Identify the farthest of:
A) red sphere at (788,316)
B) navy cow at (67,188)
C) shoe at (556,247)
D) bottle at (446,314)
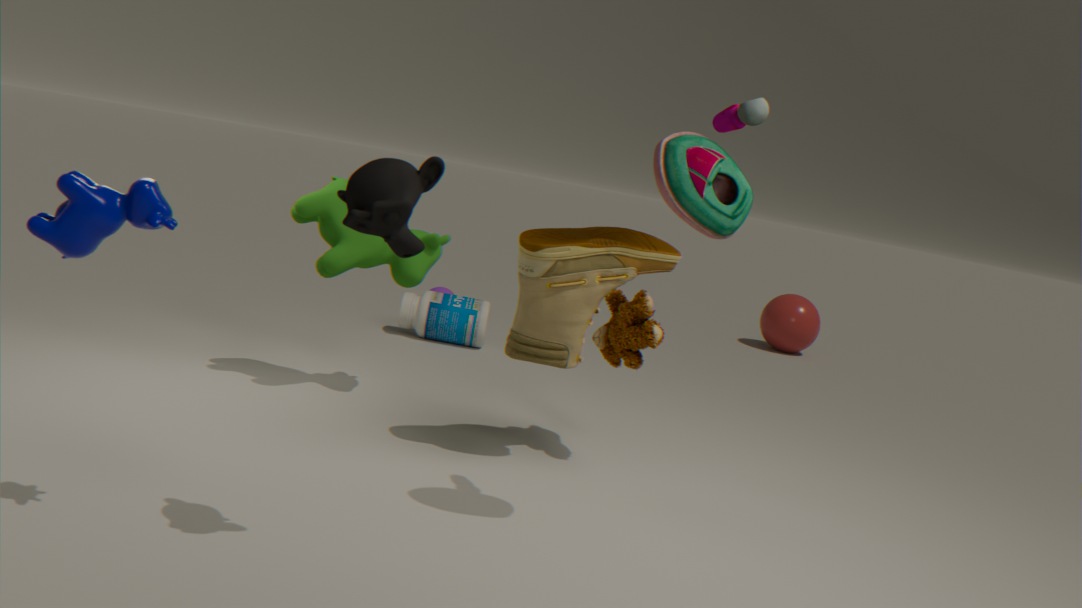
red sphere at (788,316)
